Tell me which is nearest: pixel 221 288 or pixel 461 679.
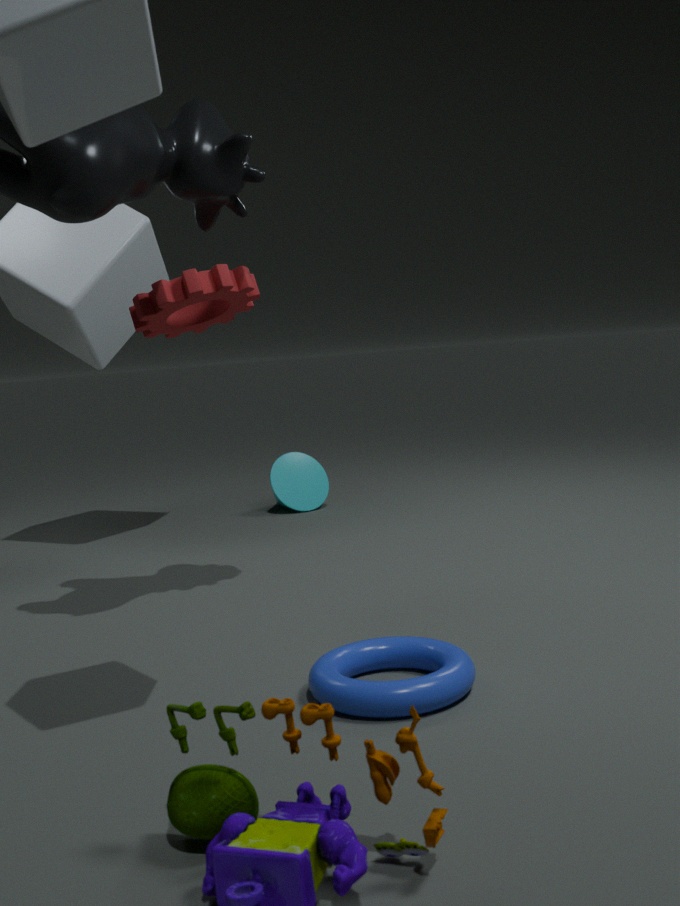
pixel 461 679
